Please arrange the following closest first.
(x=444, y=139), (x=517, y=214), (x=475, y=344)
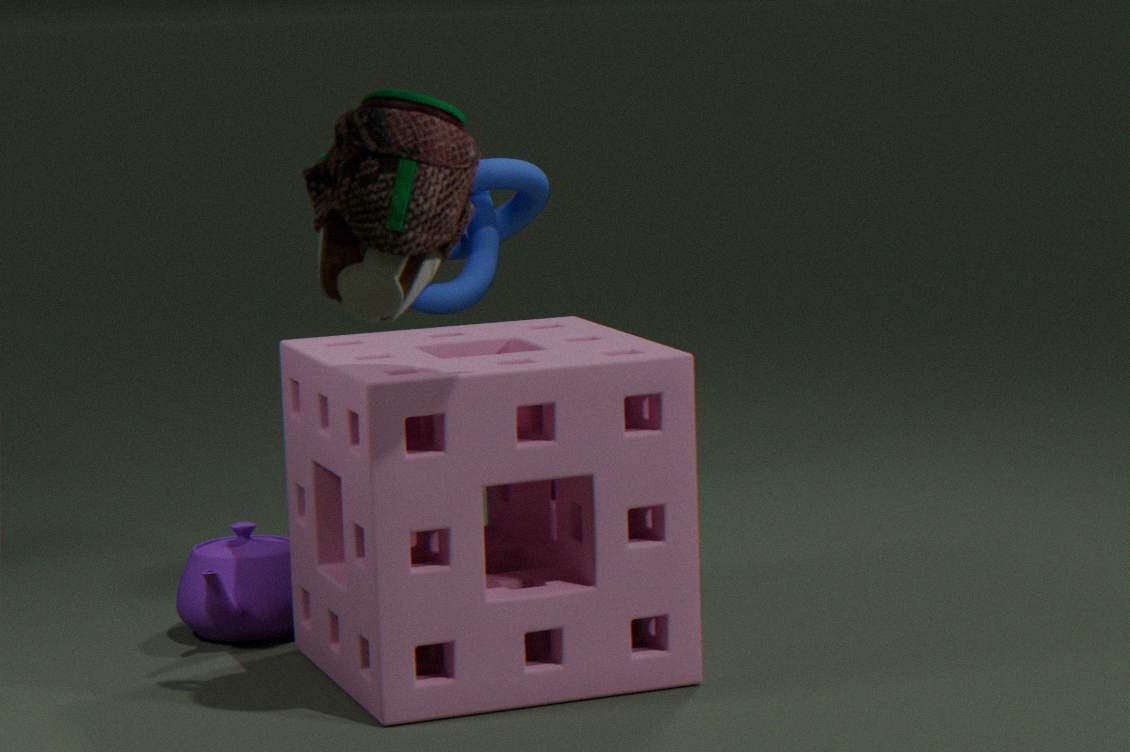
(x=444, y=139)
(x=475, y=344)
(x=517, y=214)
